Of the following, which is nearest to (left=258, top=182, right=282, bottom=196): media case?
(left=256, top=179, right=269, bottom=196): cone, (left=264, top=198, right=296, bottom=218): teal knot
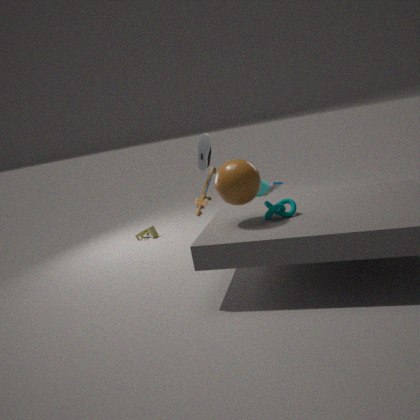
(left=256, top=179, right=269, bottom=196): cone
